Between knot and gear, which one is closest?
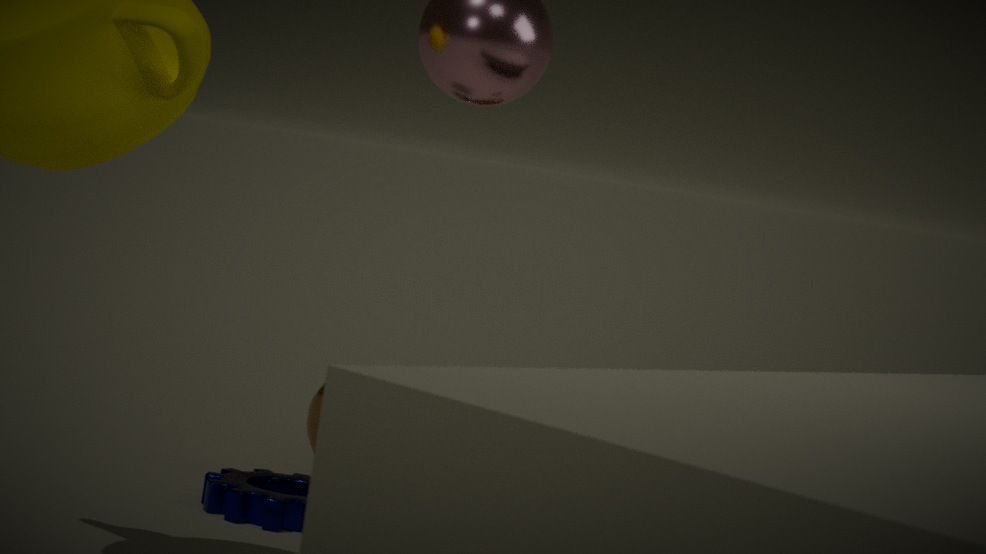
gear
